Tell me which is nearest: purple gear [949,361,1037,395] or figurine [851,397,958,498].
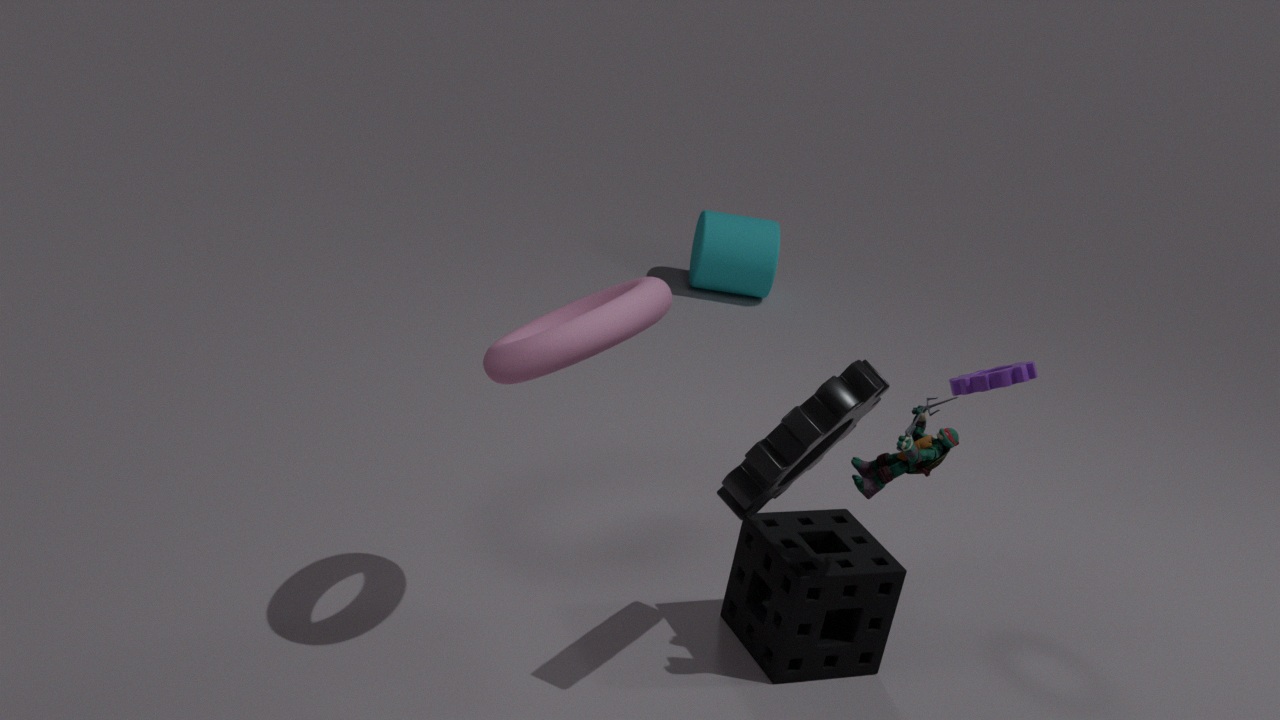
figurine [851,397,958,498]
